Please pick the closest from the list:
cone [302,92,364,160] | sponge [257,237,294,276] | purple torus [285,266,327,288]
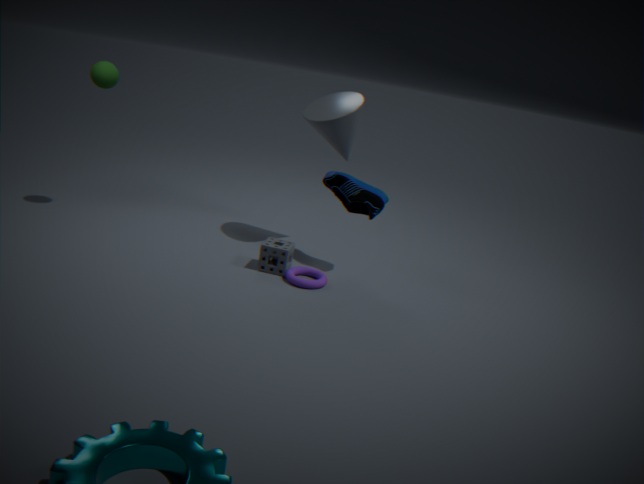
purple torus [285,266,327,288]
